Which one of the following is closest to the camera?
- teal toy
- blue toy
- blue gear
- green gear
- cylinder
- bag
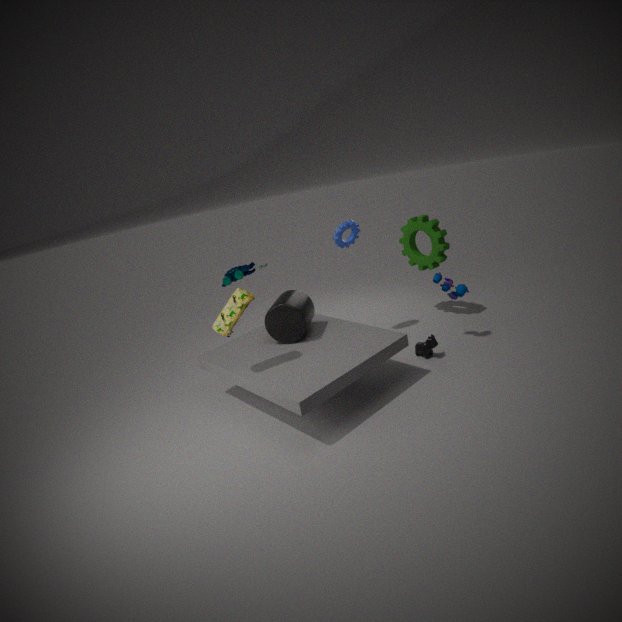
bag
